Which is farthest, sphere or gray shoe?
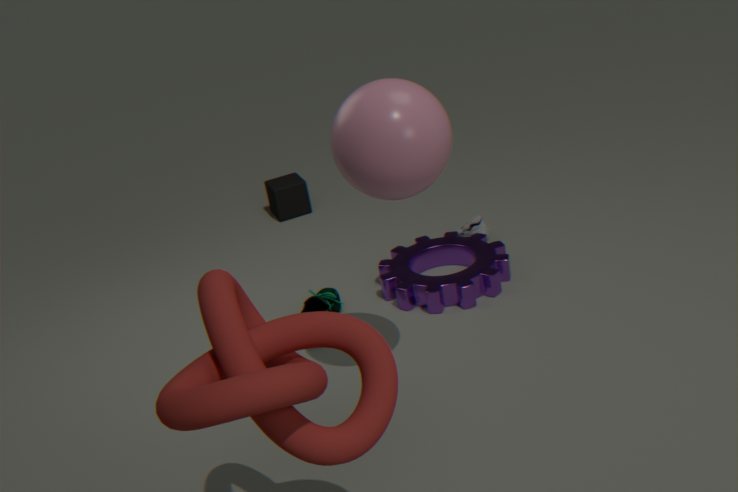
gray shoe
